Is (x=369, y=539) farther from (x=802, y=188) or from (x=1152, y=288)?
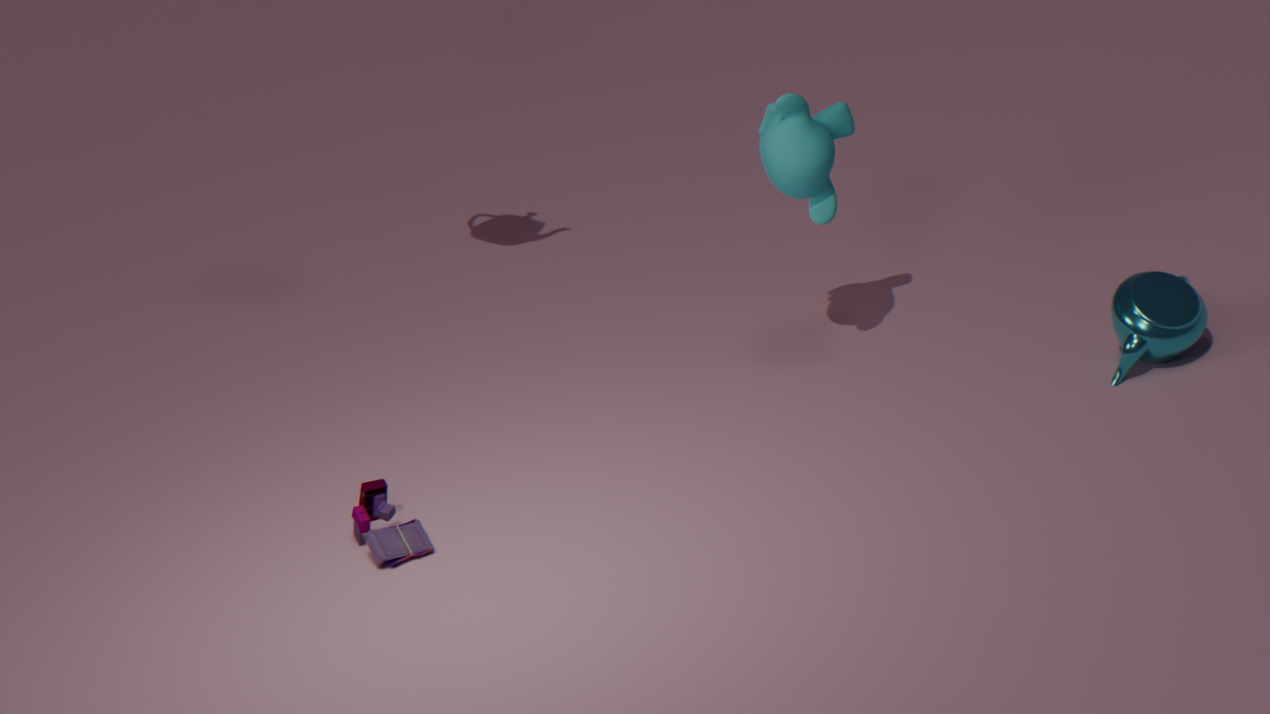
(x=1152, y=288)
